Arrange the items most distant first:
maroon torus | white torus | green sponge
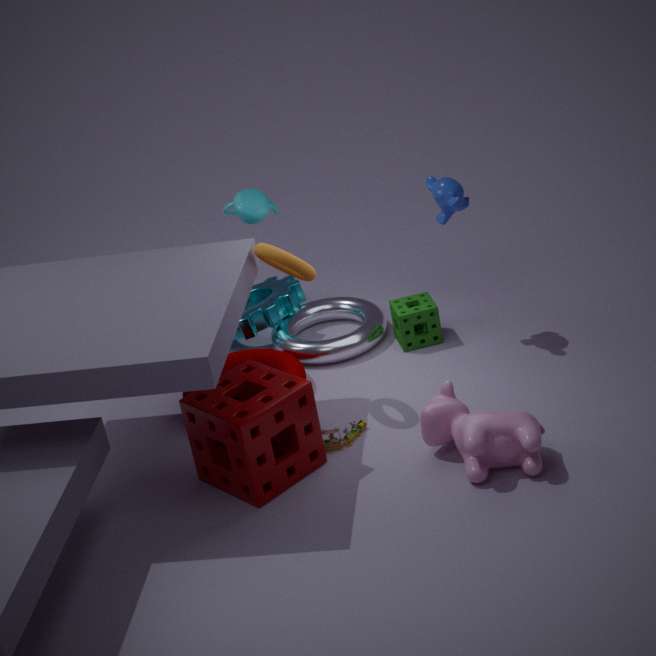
white torus < green sponge < maroon torus
